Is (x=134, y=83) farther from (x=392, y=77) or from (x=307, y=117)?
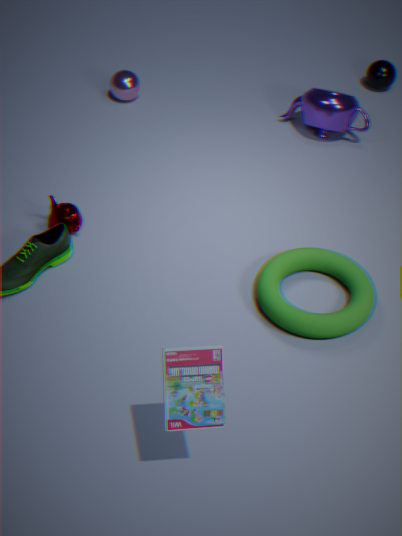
(x=392, y=77)
